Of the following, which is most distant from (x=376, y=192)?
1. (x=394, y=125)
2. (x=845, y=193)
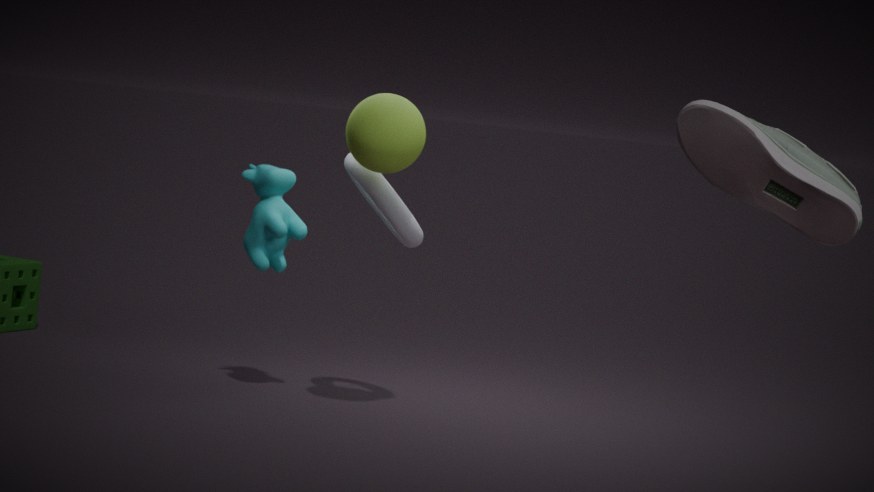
(x=845, y=193)
